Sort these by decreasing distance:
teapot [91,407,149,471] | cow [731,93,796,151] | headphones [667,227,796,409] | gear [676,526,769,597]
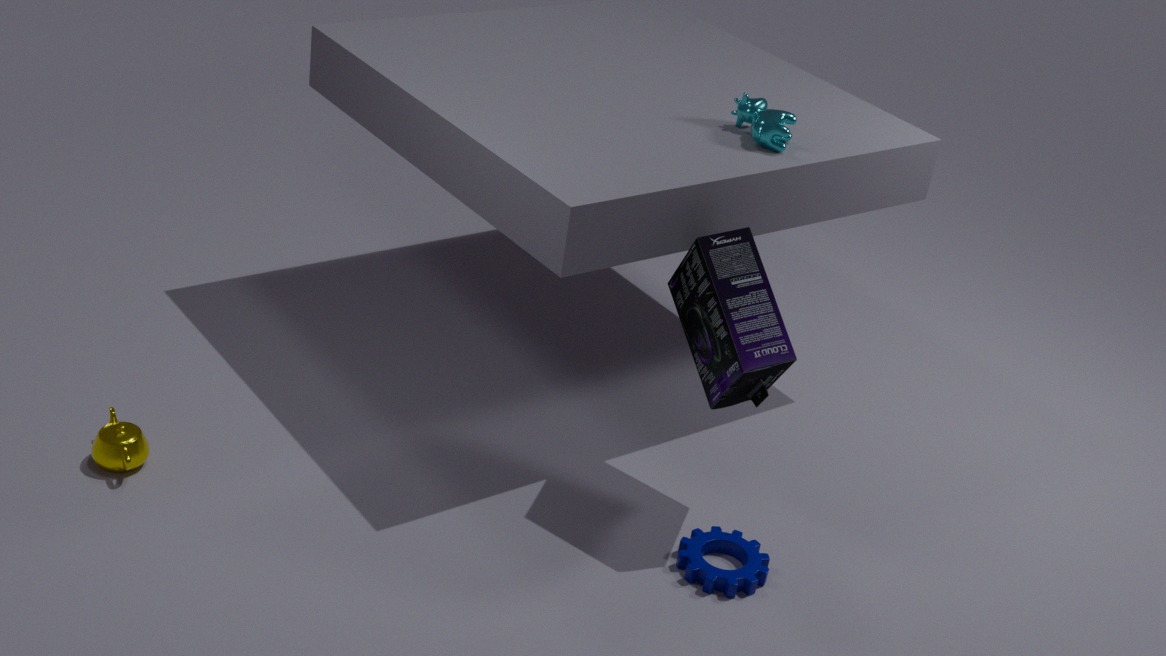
cow [731,93,796,151] → teapot [91,407,149,471] → gear [676,526,769,597] → headphones [667,227,796,409]
